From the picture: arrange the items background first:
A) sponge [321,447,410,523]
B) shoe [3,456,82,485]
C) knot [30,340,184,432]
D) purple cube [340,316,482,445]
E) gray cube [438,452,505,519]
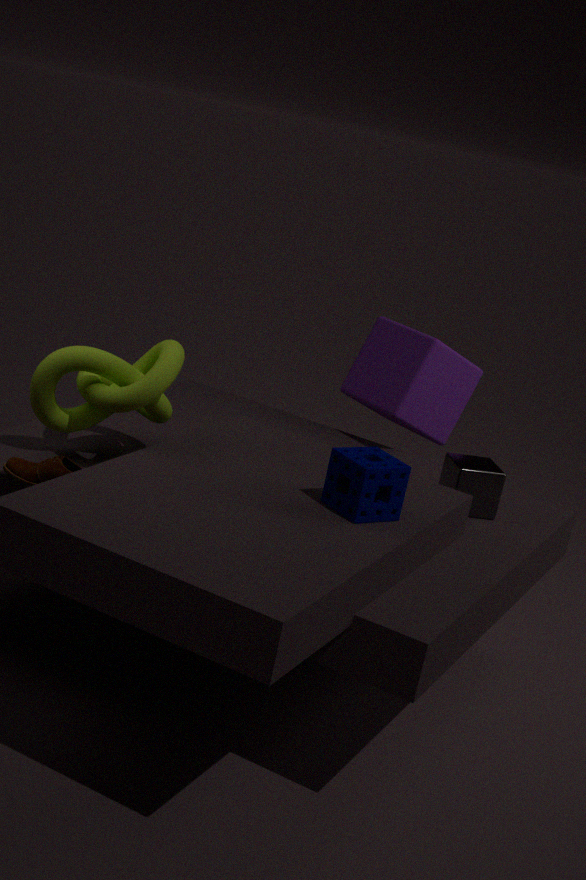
D. purple cube [340,316,482,445] → E. gray cube [438,452,505,519] → C. knot [30,340,184,432] → B. shoe [3,456,82,485] → A. sponge [321,447,410,523]
